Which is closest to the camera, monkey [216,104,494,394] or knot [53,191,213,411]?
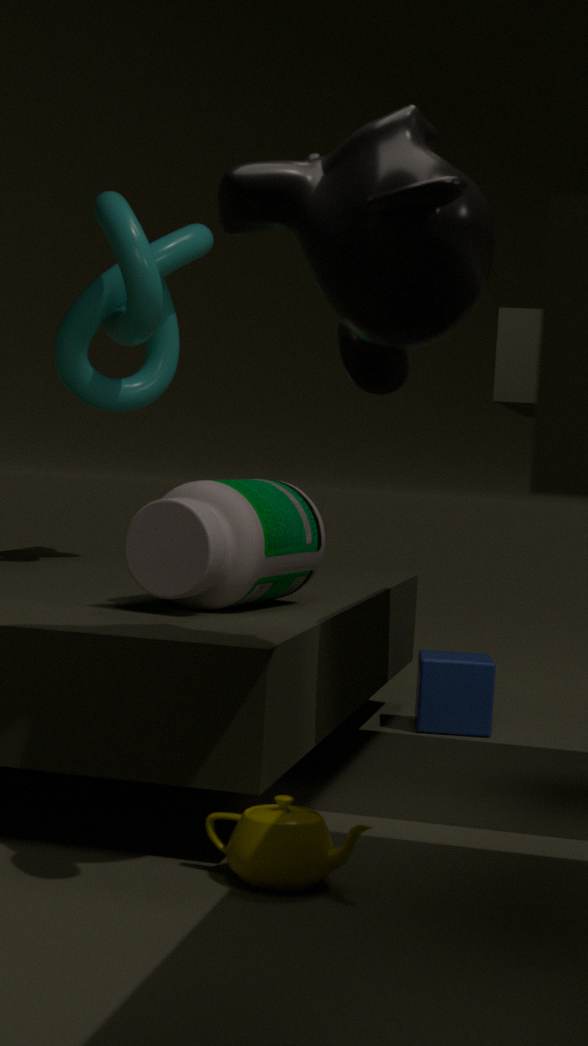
monkey [216,104,494,394]
